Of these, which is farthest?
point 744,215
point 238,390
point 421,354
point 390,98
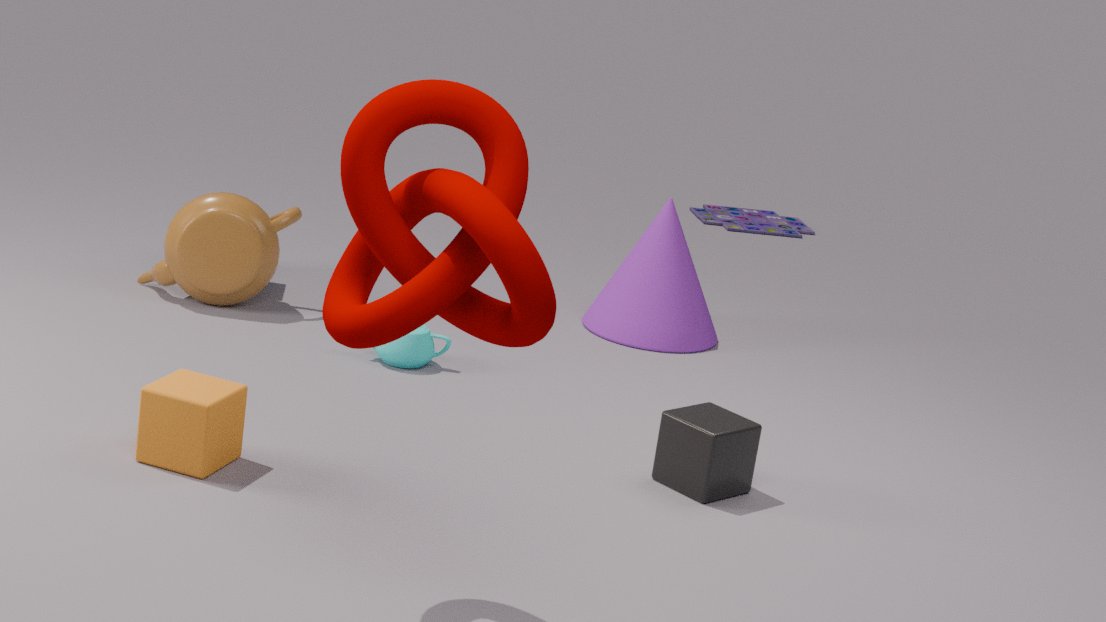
point 744,215
